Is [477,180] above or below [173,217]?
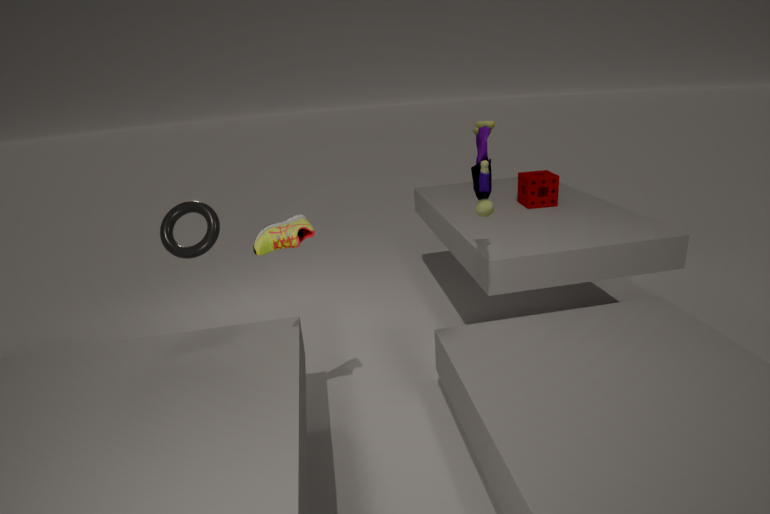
above
